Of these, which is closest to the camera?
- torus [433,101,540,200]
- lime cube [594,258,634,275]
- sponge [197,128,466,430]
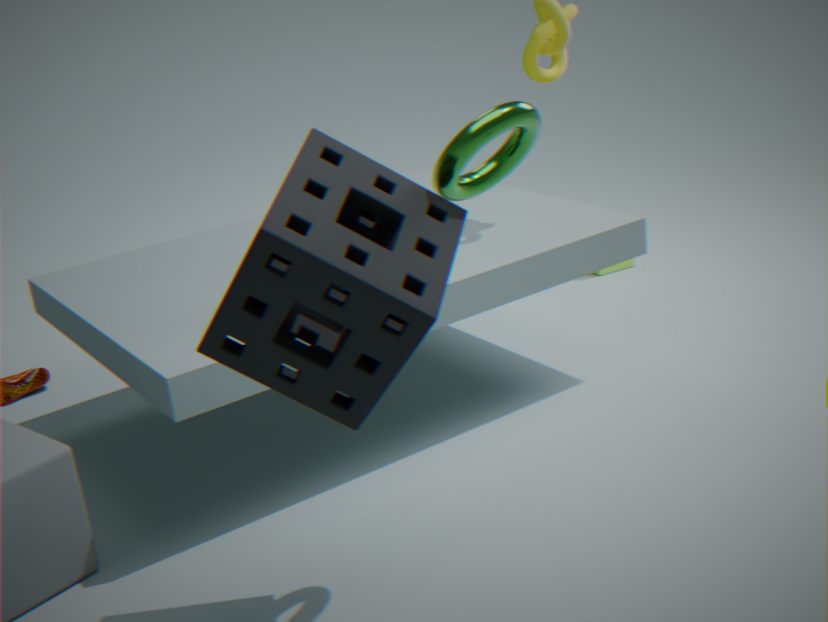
sponge [197,128,466,430]
